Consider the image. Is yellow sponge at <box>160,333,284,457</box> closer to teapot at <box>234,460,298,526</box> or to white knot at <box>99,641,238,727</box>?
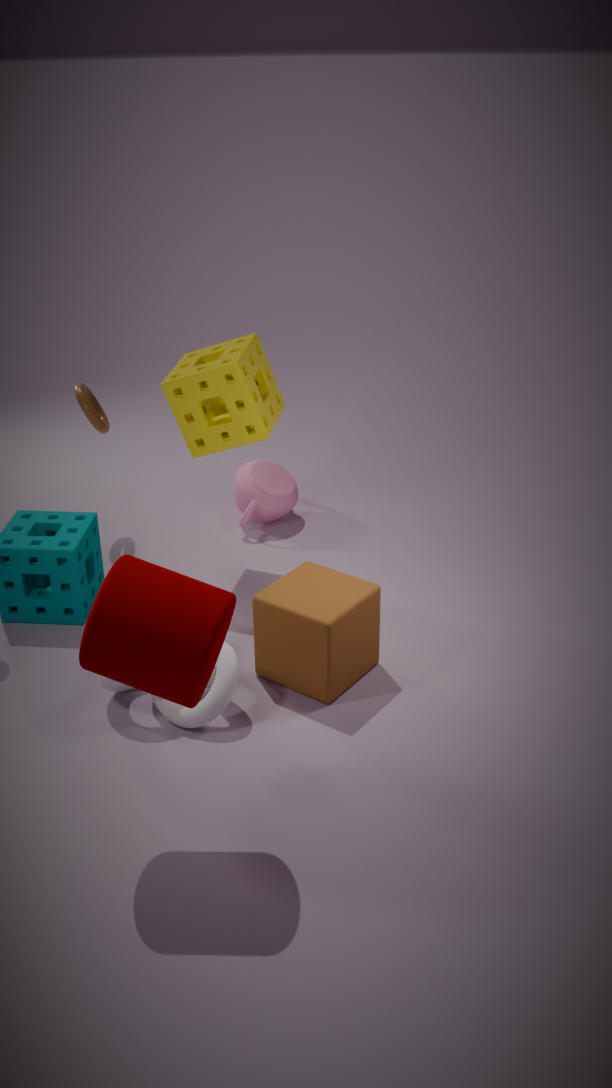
teapot at <box>234,460,298,526</box>
